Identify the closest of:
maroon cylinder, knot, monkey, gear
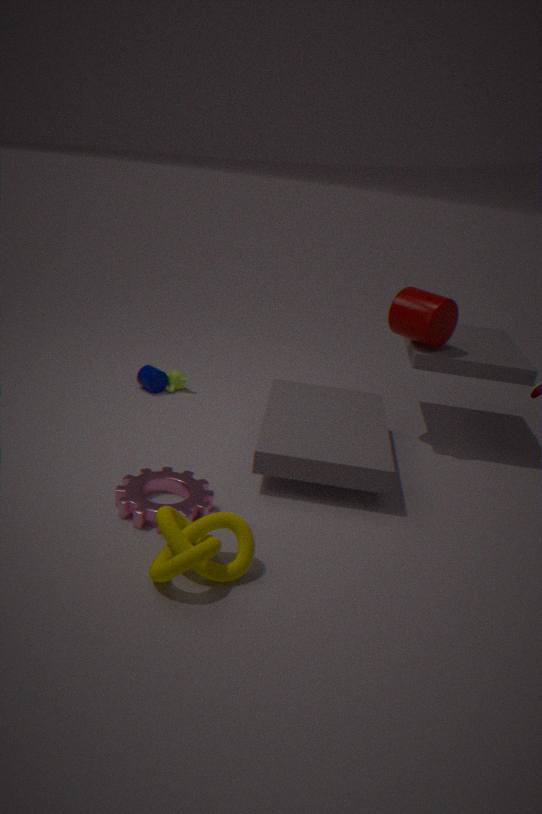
knot
